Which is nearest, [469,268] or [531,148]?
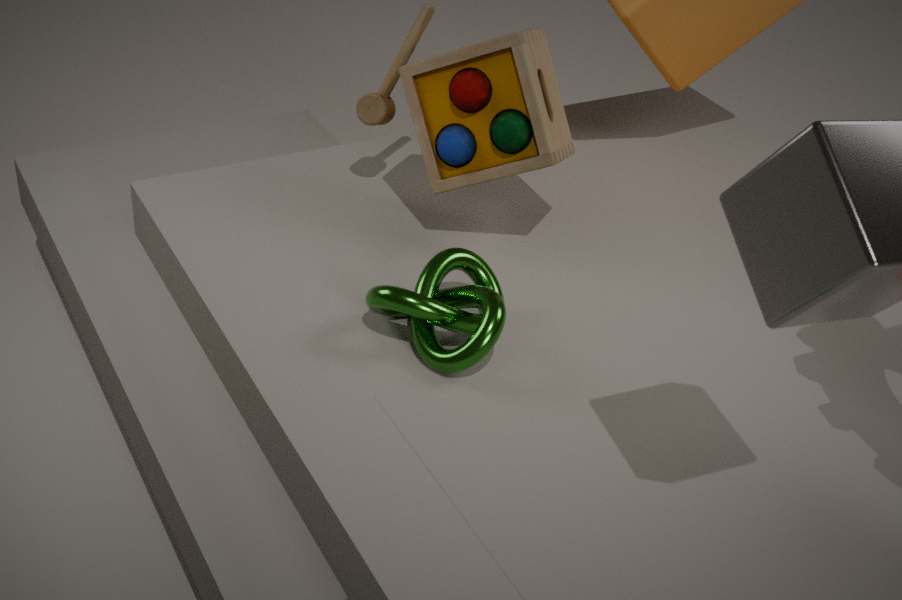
[469,268]
